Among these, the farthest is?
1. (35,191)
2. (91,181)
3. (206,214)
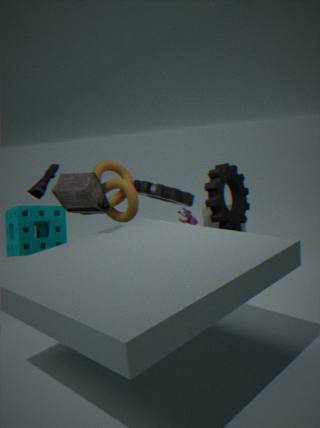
(206,214)
